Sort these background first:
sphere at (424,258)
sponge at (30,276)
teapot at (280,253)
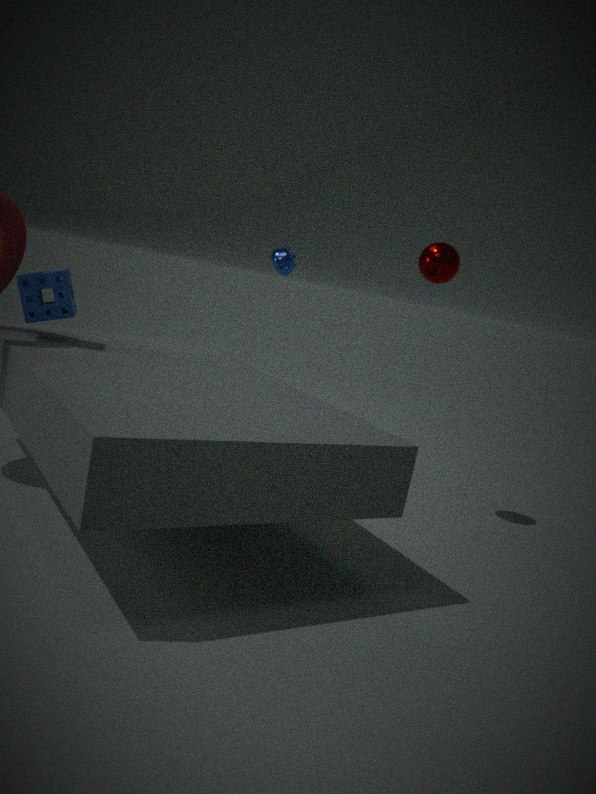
teapot at (280,253) → sphere at (424,258) → sponge at (30,276)
